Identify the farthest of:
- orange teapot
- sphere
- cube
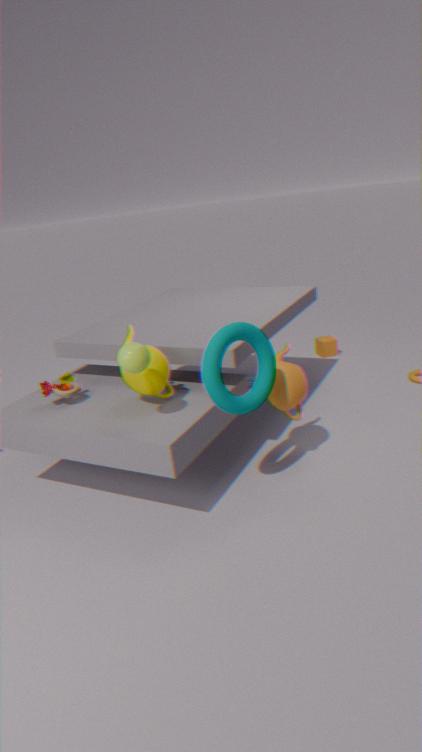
cube
